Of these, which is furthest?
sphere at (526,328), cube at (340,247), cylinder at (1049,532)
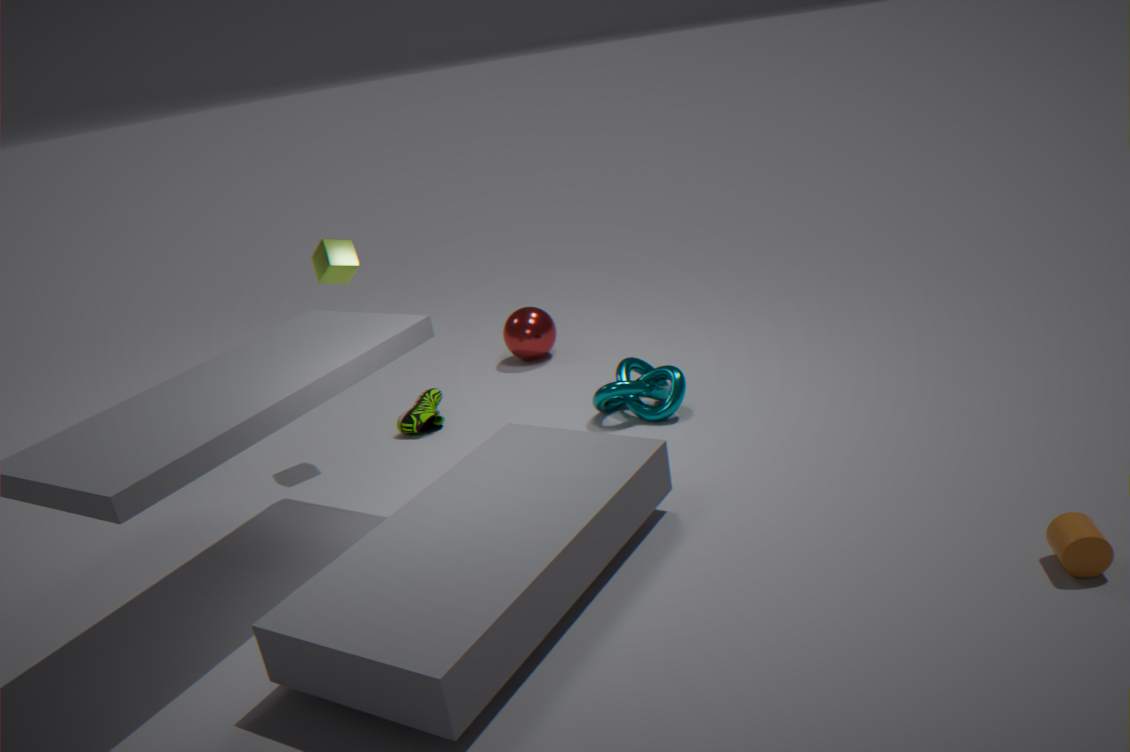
sphere at (526,328)
